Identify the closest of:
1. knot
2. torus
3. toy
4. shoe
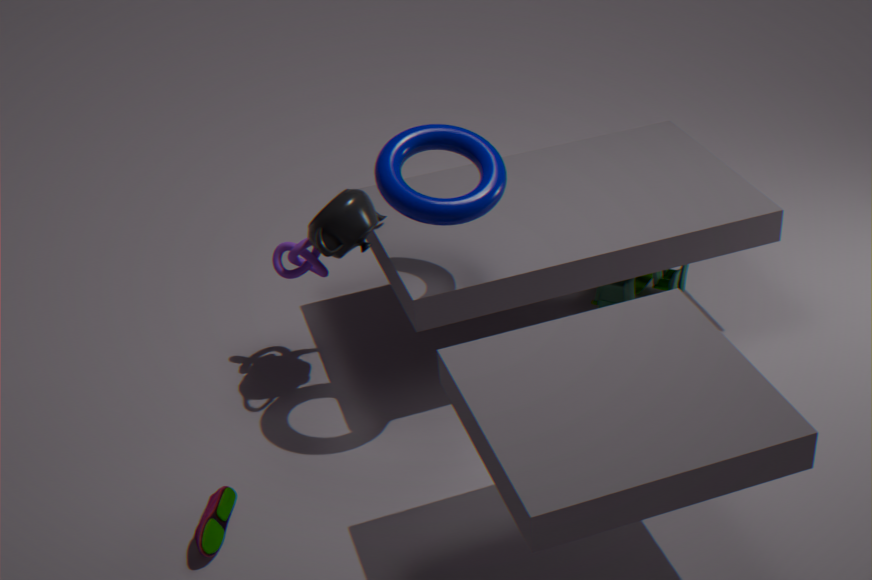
shoe
